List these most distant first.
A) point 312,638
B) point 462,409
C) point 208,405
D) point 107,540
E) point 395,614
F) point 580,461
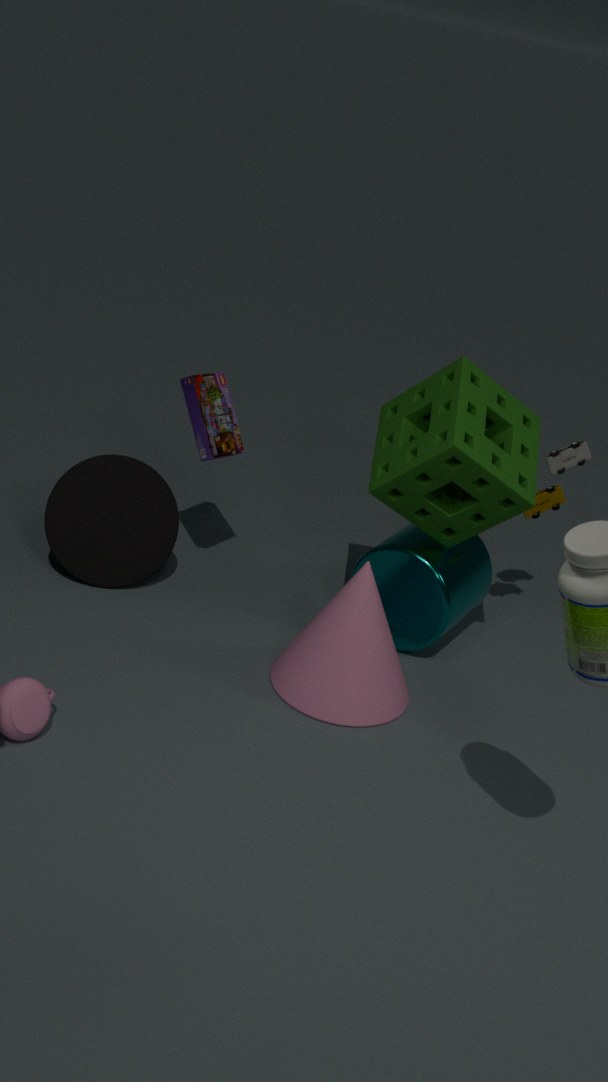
1. F. point 580,461
2. D. point 107,540
3. C. point 208,405
4. E. point 395,614
5. A. point 312,638
6. B. point 462,409
